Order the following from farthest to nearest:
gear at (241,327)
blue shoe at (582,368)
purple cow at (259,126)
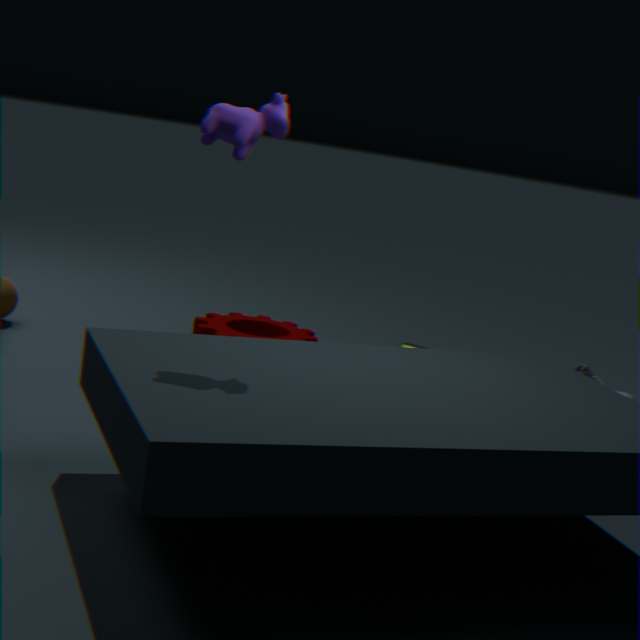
1. blue shoe at (582,368)
2. gear at (241,327)
3. purple cow at (259,126)
